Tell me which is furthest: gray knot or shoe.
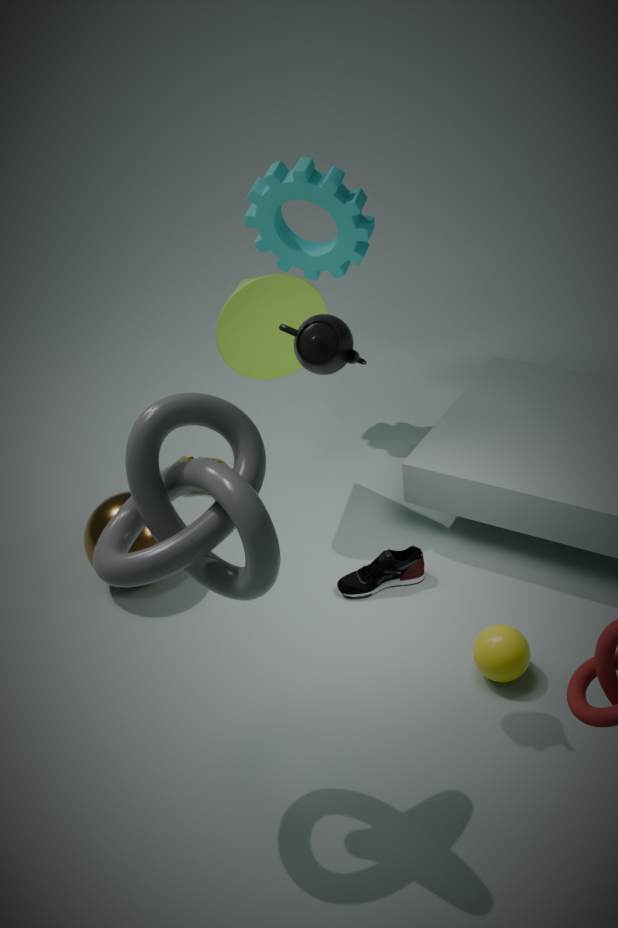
shoe
